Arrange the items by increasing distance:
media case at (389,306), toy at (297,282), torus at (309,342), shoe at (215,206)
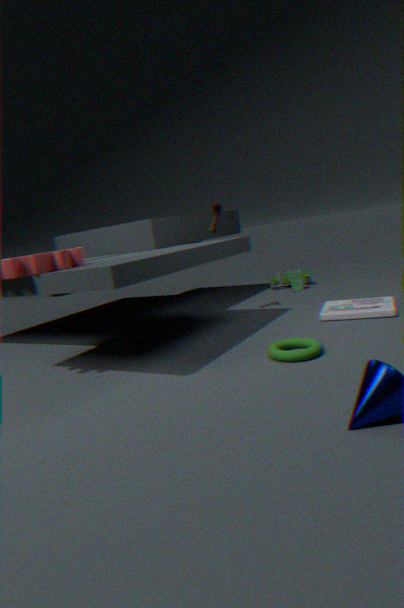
torus at (309,342), media case at (389,306), shoe at (215,206), toy at (297,282)
